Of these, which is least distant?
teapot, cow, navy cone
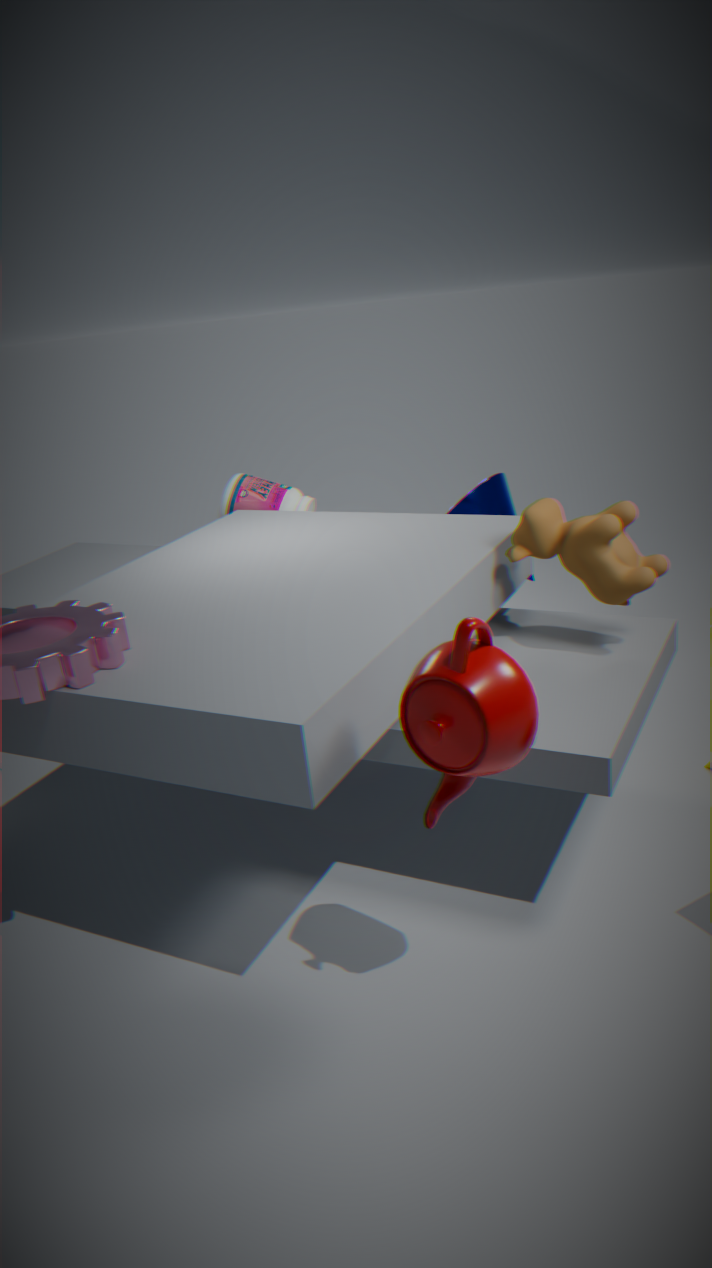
teapot
